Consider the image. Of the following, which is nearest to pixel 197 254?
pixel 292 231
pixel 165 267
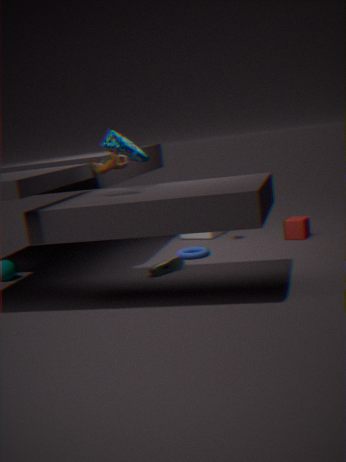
pixel 165 267
